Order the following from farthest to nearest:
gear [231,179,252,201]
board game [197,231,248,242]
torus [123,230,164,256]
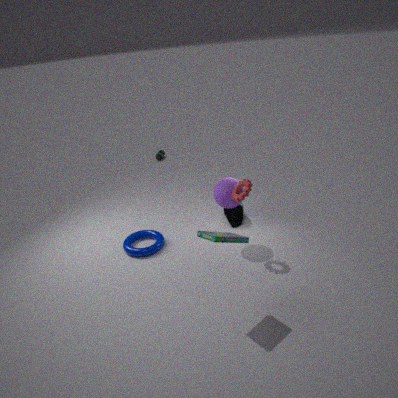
torus [123,230,164,256]
gear [231,179,252,201]
board game [197,231,248,242]
